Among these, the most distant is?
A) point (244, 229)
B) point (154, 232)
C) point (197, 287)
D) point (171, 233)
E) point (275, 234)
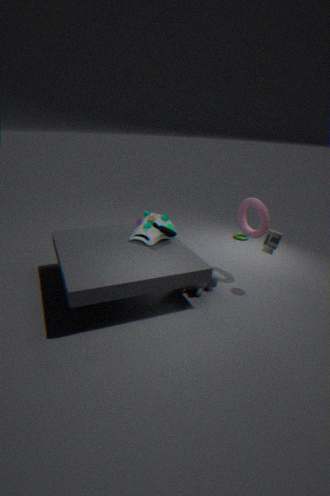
point (244, 229)
